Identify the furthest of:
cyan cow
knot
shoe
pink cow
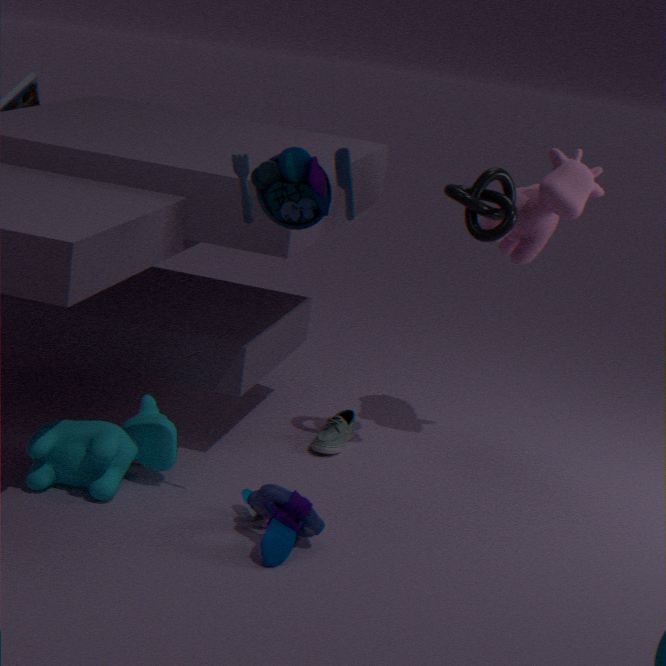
shoe
